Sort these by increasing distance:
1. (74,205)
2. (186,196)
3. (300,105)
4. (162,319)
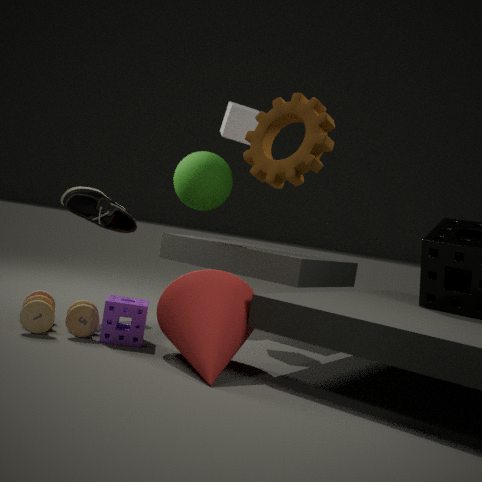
(300,105) → (162,319) → (74,205) → (186,196)
